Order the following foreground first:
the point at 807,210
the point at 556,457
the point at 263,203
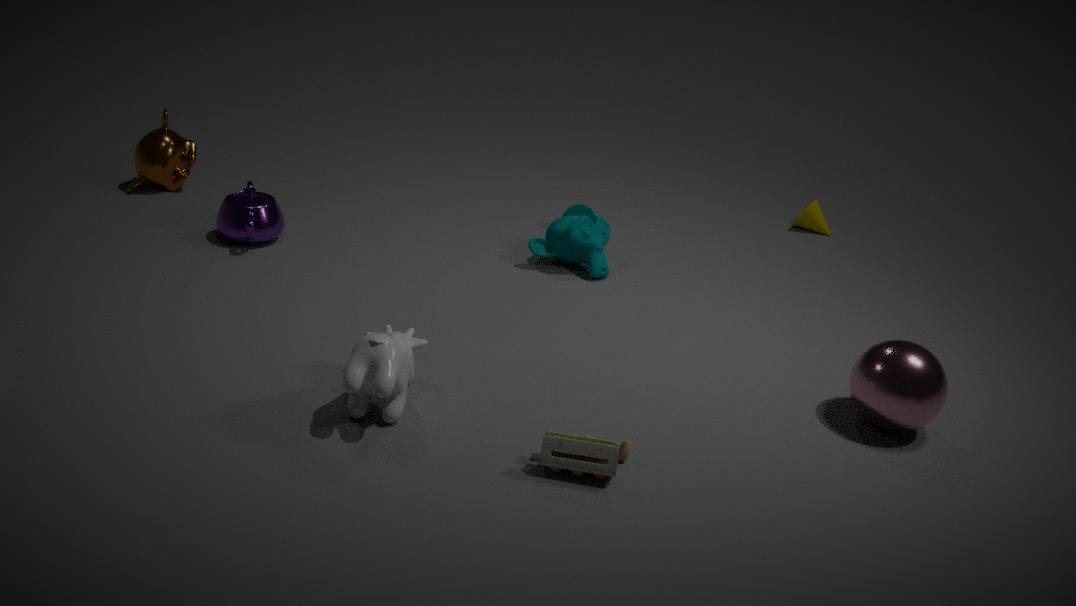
the point at 556,457, the point at 263,203, the point at 807,210
